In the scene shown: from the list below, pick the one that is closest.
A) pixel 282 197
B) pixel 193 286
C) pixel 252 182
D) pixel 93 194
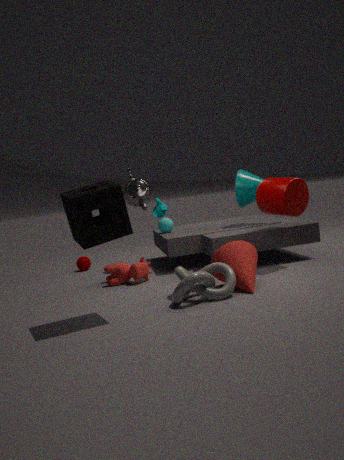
pixel 93 194
